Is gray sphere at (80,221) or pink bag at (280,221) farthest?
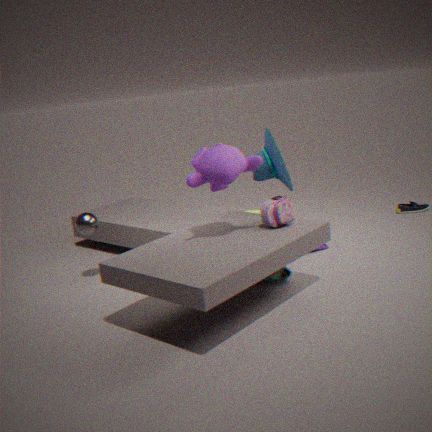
gray sphere at (80,221)
